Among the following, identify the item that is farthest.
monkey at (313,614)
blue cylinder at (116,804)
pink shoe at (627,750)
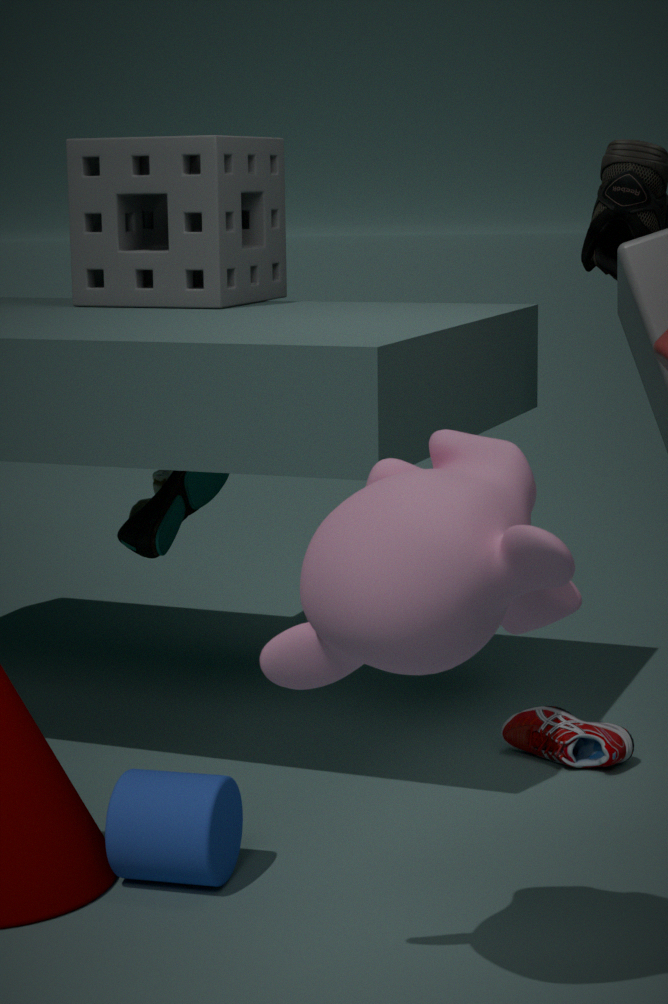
pink shoe at (627,750)
